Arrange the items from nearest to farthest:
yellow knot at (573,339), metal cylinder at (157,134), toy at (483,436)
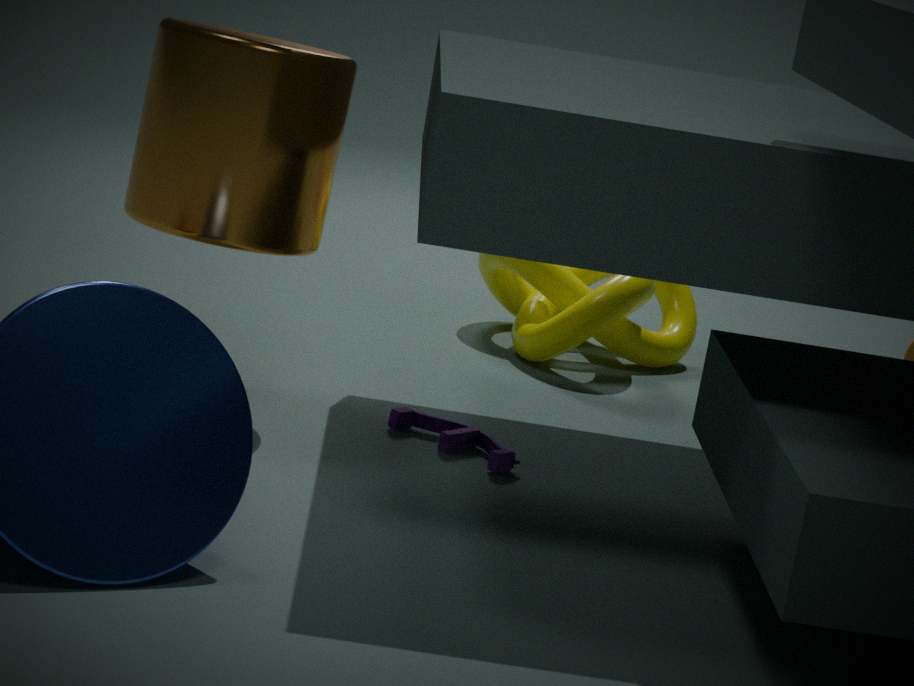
1. metal cylinder at (157,134)
2. toy at (483,436)
3. yellow knot at (573,339)
